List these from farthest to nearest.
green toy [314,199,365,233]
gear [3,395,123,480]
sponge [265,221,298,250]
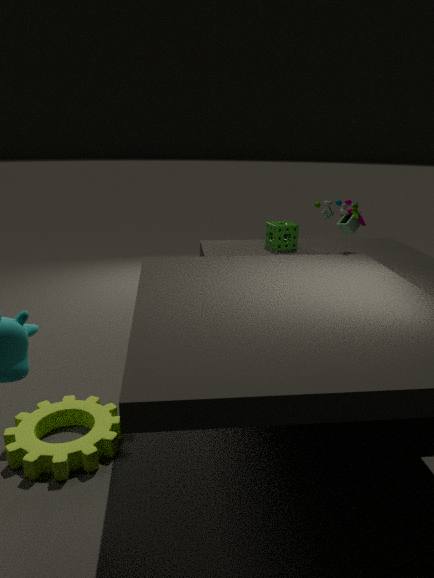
sponge [265,221,298,250] → green toy [314,199,365,233] → gear [3,395,123,480]
